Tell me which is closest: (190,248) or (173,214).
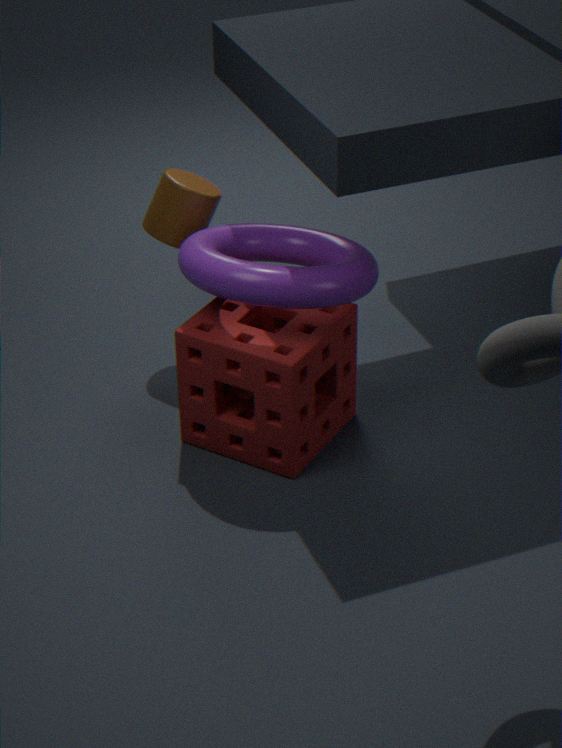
(190,248)
